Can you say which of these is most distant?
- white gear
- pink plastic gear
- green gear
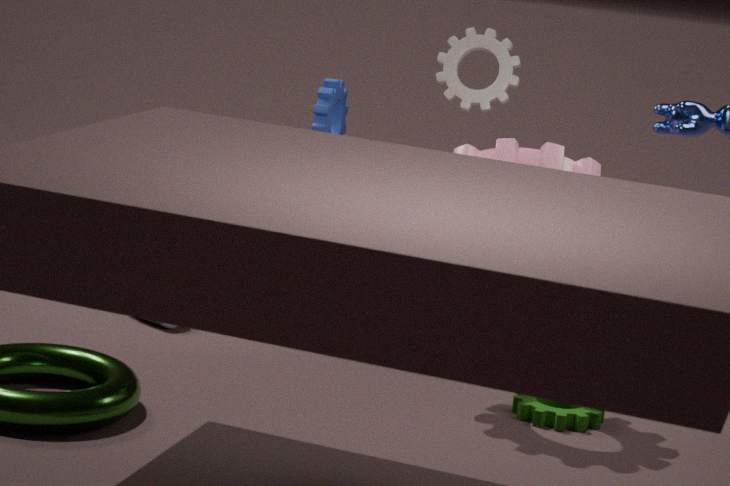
white gear
